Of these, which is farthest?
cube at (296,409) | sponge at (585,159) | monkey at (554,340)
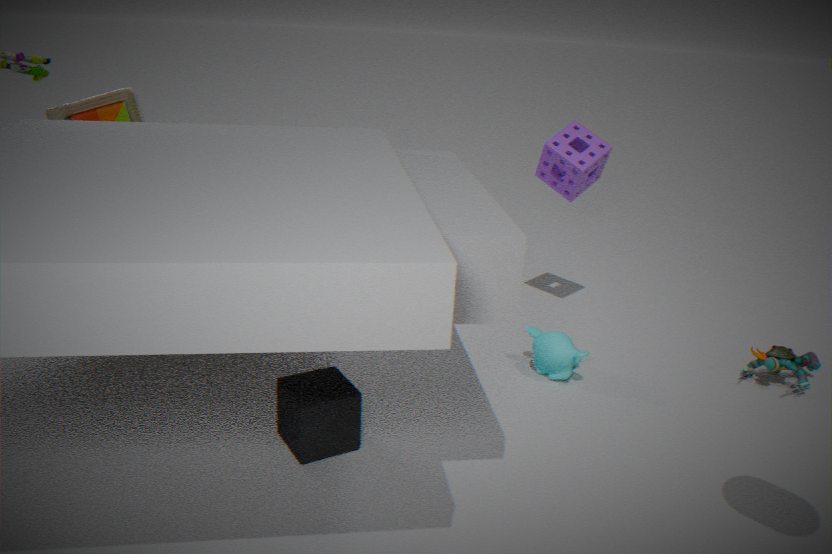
sponge at (585,159)
